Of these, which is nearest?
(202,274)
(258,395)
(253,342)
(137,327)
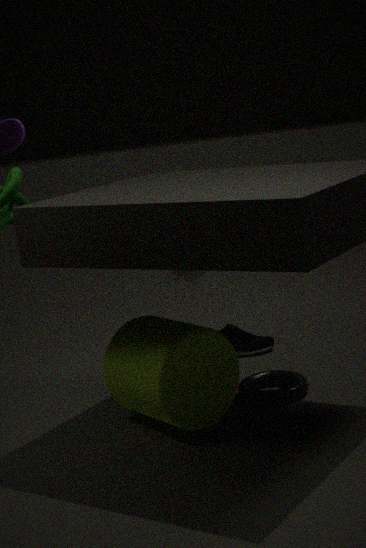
(137,327)
